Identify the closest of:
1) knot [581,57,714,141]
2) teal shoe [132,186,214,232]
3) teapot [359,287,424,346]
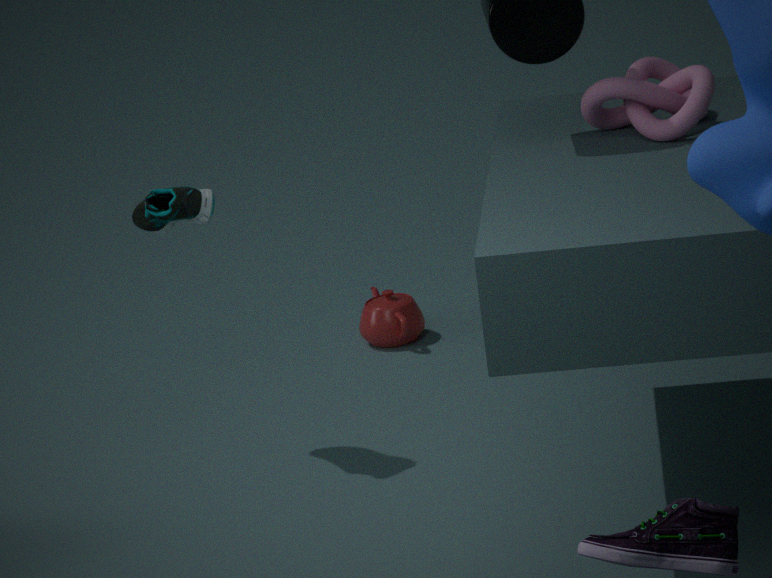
1. knot [581,57,714,141]
